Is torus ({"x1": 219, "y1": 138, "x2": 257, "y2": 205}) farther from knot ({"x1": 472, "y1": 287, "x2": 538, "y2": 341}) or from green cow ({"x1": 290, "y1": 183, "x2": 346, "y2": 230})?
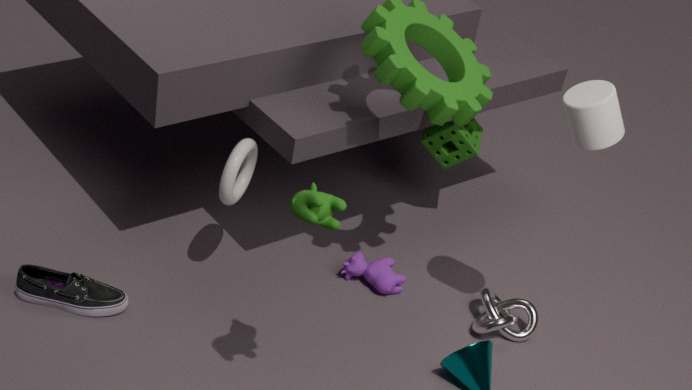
knot ({"x1": 472, "y1": 287, "x2": 538, "y2": 341})
